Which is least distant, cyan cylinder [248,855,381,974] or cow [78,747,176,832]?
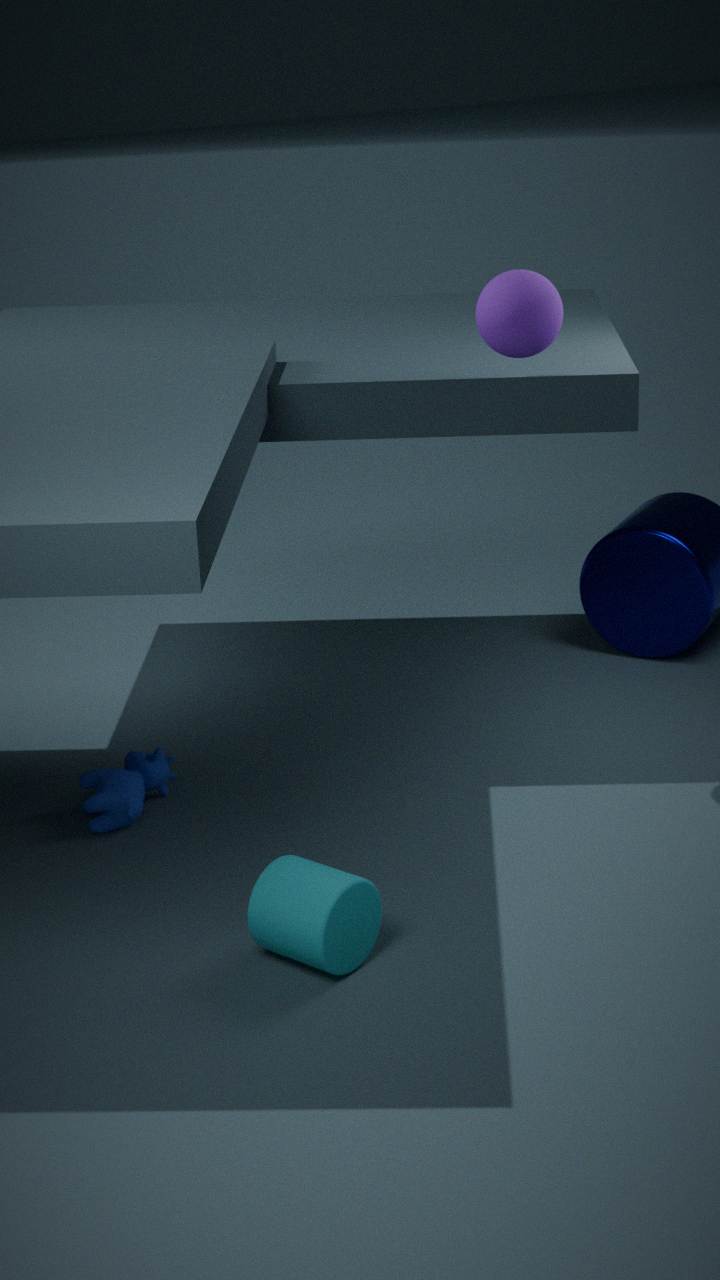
cyan cylinder [248,855,381,974]
